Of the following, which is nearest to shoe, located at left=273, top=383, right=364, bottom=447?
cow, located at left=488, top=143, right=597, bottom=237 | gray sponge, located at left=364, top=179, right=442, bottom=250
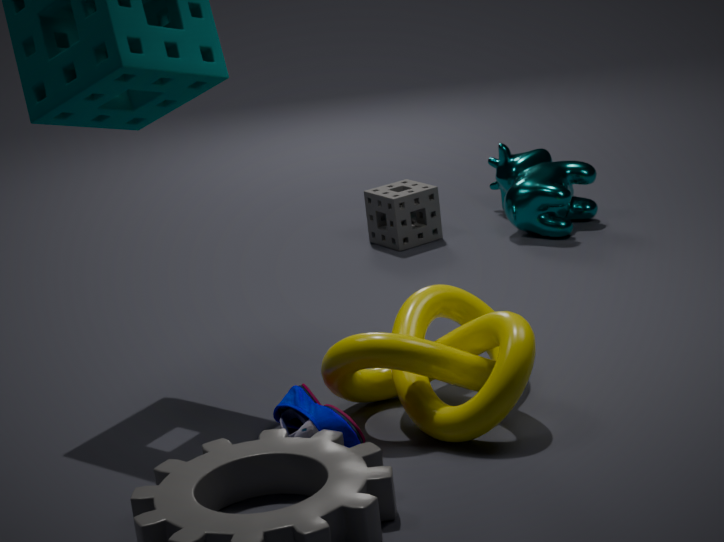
gray sponge, located at left=364, top=179, right=442, bottom=250
